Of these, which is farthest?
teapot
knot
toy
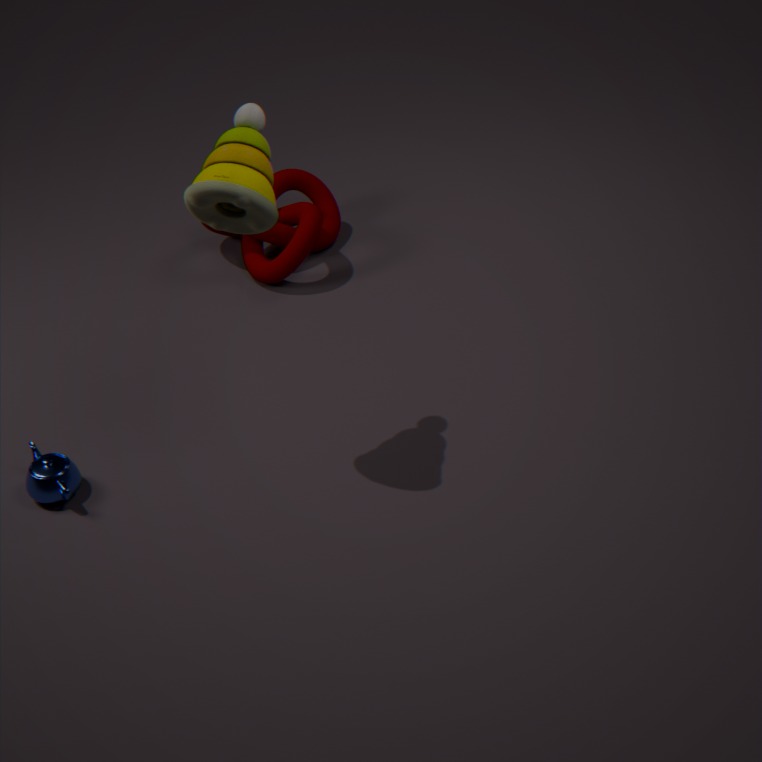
knot
